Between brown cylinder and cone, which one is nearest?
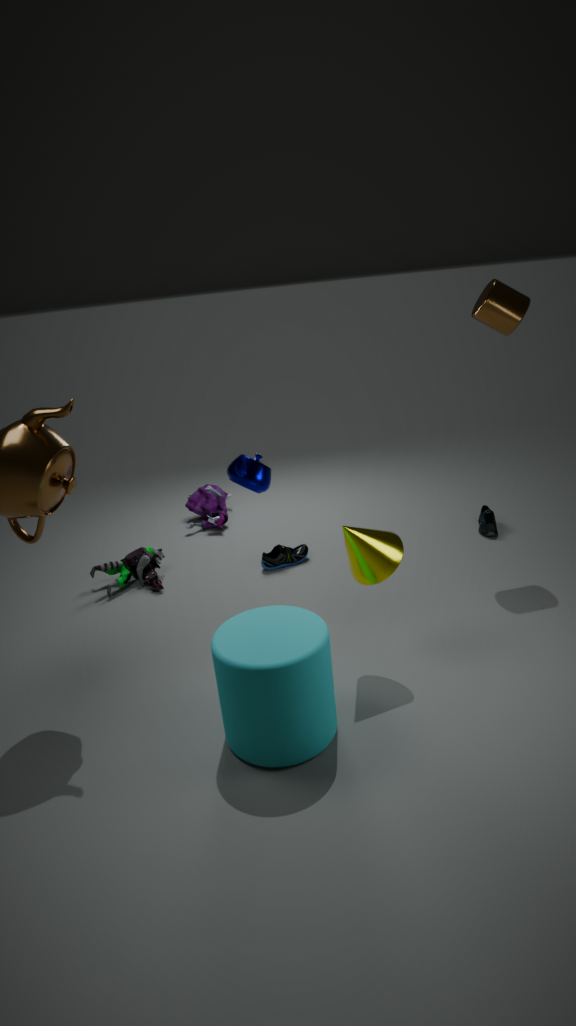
cone
